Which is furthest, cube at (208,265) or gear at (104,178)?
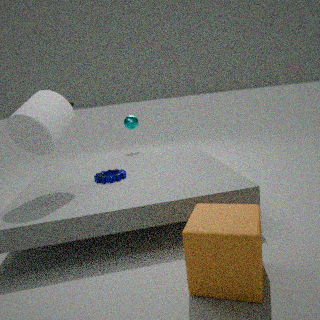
gear at (104,178)
